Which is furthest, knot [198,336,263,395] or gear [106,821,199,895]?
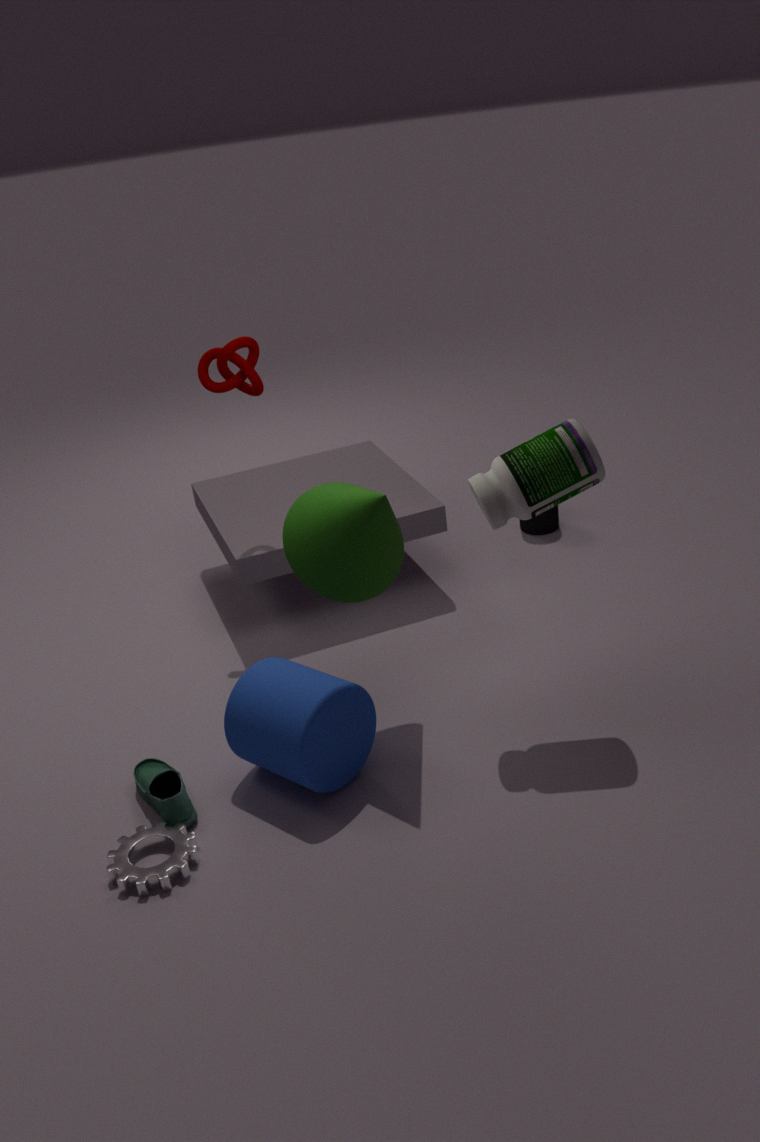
knot [198,336,263,395]
